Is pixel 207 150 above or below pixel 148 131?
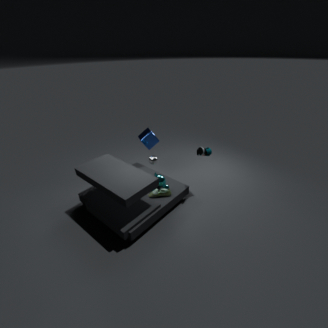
above
